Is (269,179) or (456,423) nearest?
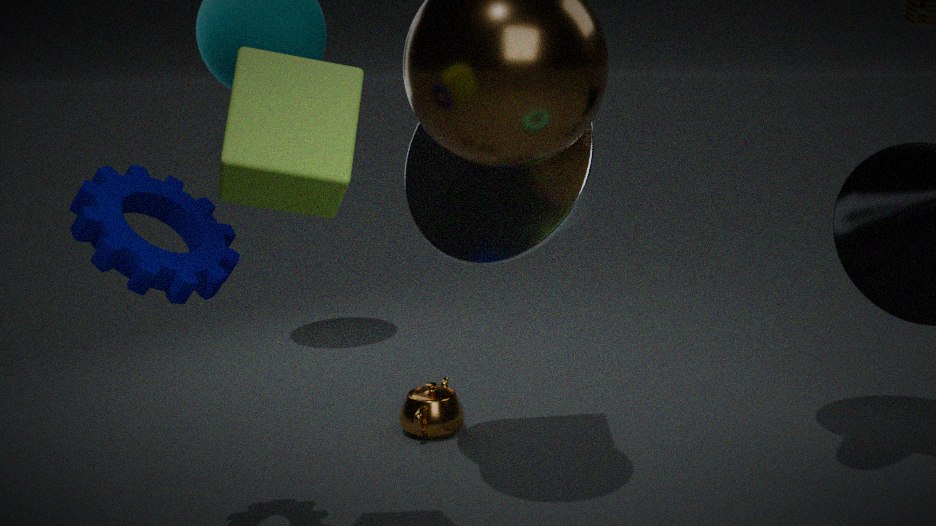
(269,179)
